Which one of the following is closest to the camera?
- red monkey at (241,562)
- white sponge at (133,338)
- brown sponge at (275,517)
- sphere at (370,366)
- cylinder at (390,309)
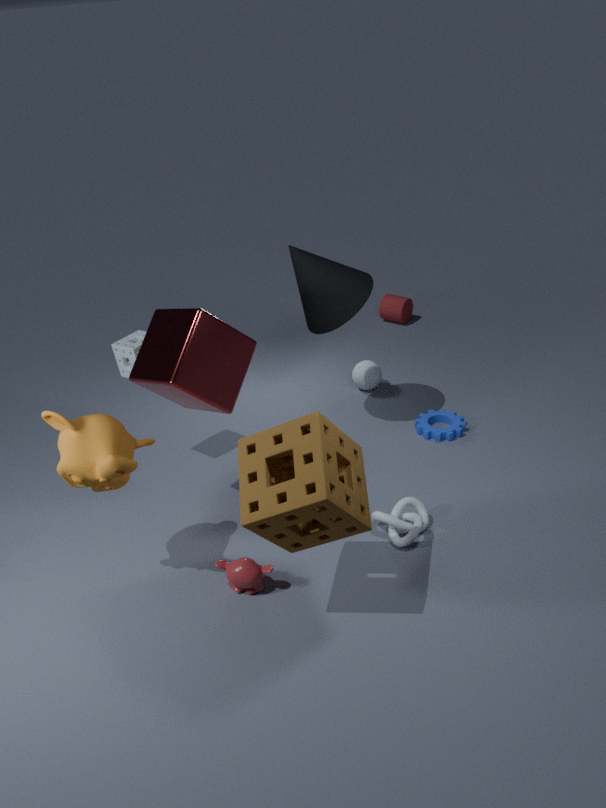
brown sponge at (275,517)
